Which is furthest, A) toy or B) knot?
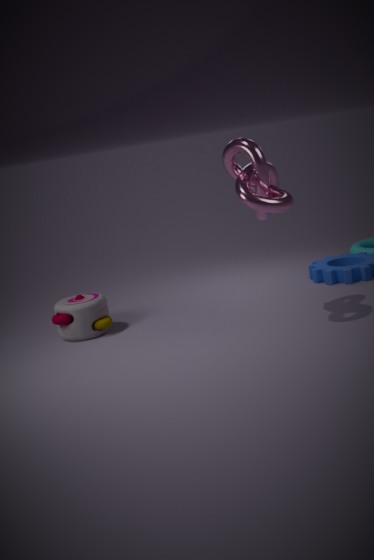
A. toy
